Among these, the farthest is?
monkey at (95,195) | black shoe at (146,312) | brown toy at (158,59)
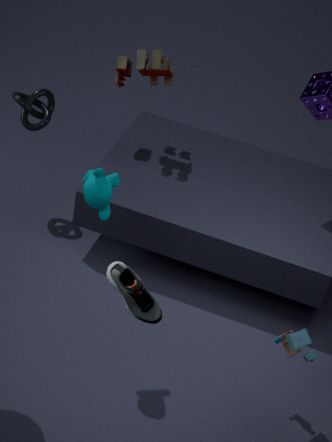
brown toy at (158,59)
